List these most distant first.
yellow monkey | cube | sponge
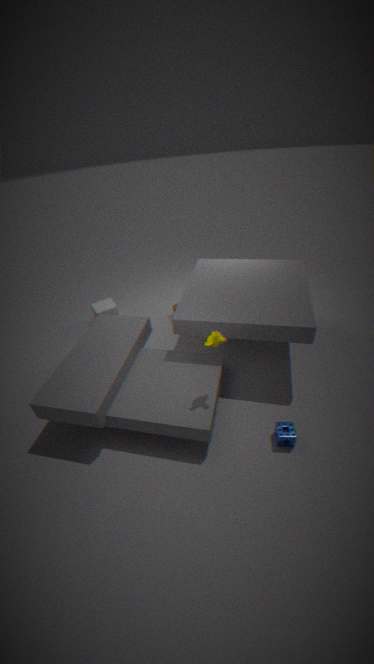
cube, sponge, yellow monkey
